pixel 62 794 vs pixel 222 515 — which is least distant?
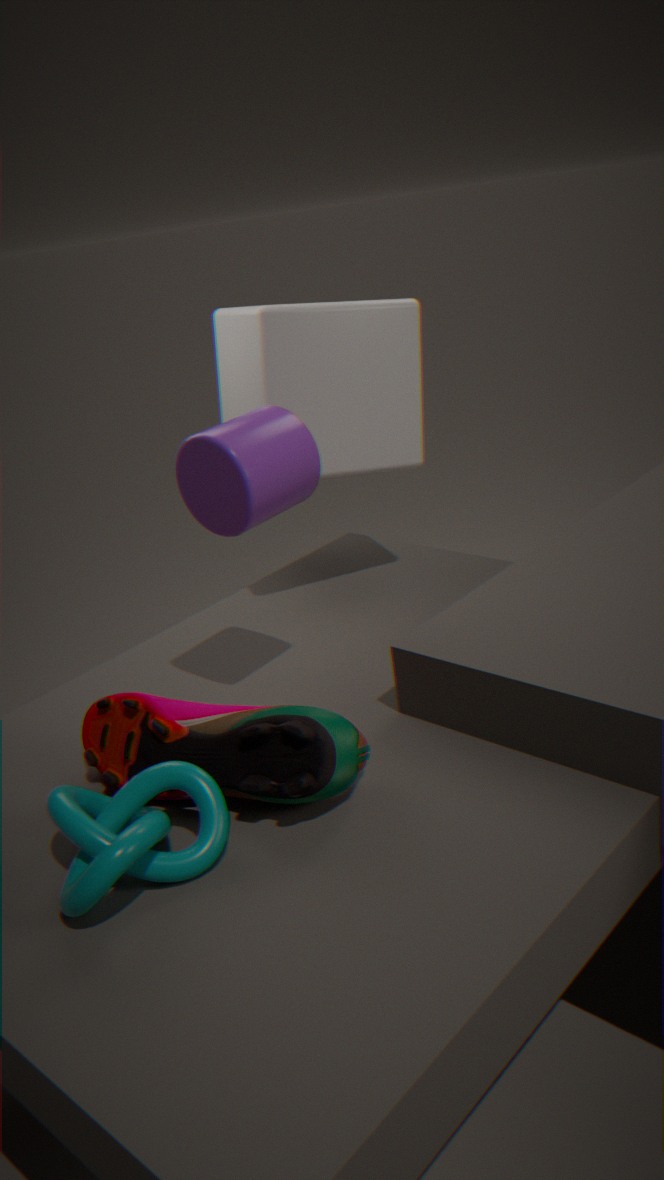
pixel 62 794
